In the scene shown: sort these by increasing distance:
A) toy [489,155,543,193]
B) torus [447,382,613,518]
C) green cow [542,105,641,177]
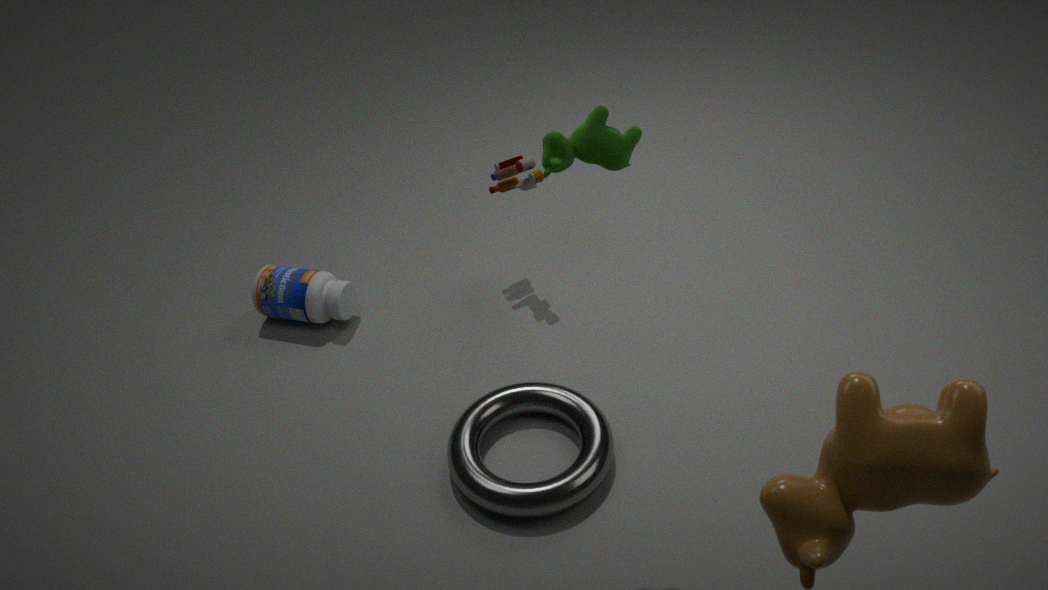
1. green cow [542,105,641,177]
2. torus [447,382,613,518]
3. toy [489,155,543,193]
